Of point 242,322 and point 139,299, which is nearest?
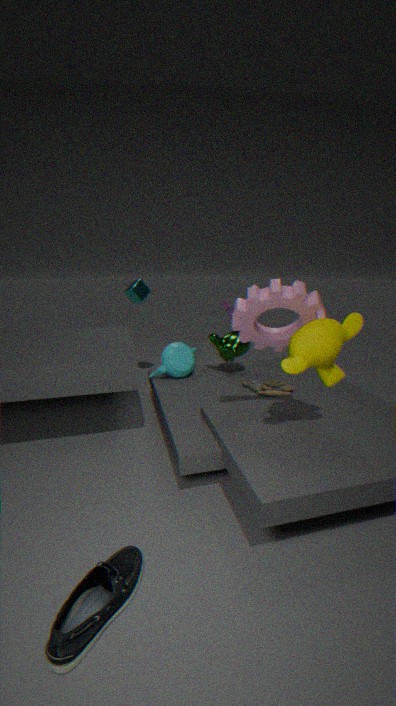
point 242,322
